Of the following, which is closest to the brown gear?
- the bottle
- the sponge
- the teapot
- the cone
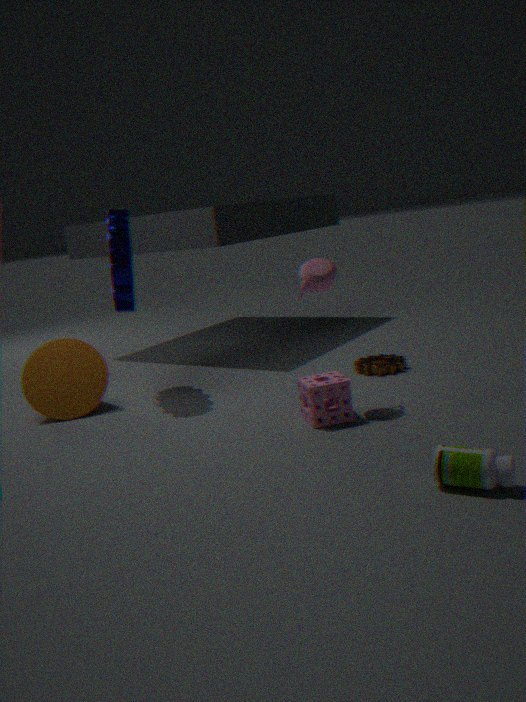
the sponge
